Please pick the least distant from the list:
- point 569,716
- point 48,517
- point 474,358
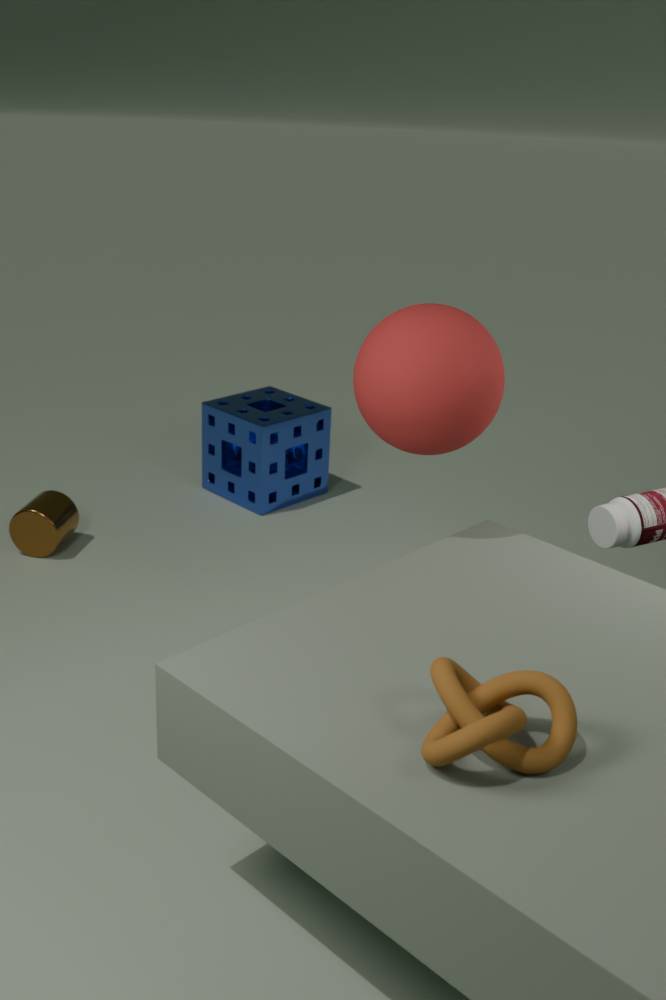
point 569,716
